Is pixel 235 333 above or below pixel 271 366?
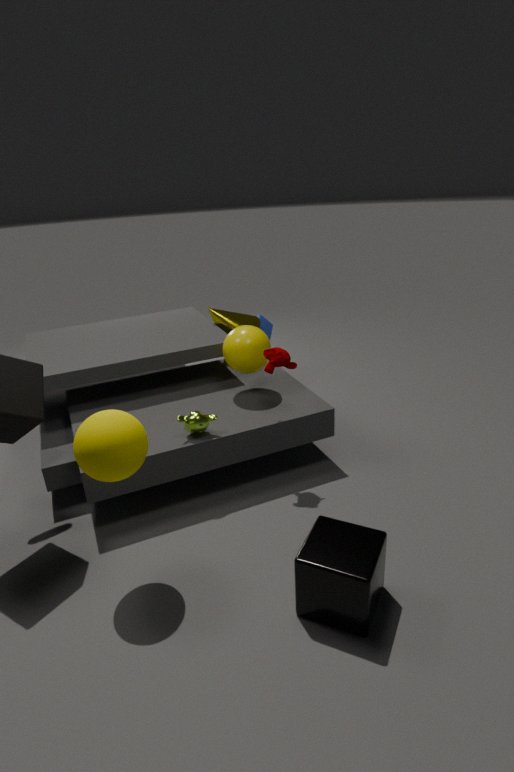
below
